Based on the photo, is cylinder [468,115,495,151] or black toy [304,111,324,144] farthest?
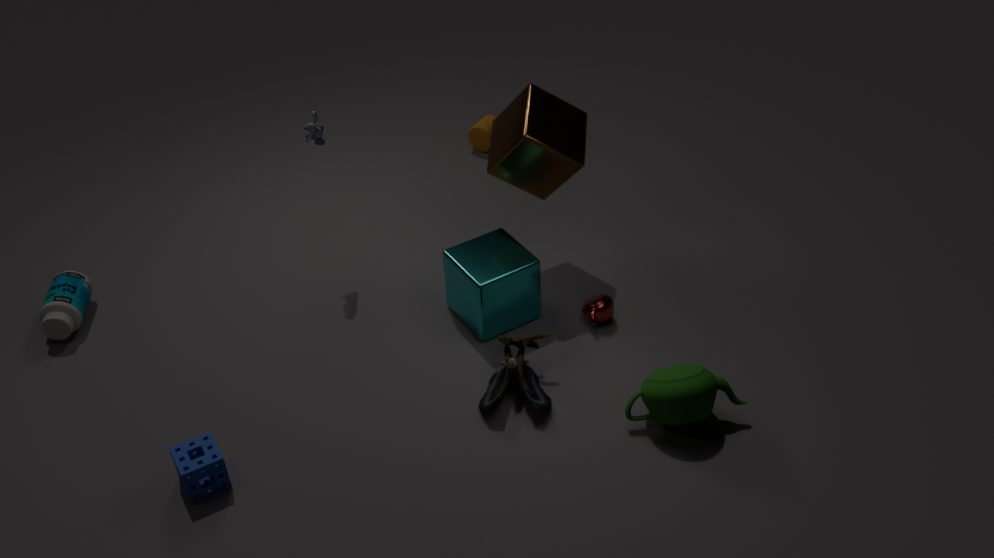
cylinder [468,115,495,151]
